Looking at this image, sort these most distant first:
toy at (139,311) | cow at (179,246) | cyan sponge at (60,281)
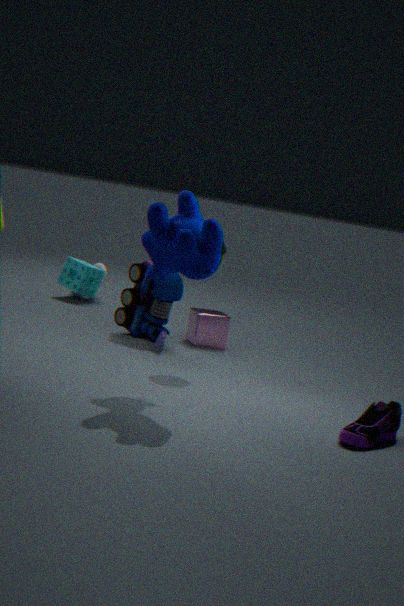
1. cyan sponge at (60,281)
2. toy at (139,311)
3. cow at (179,246)
